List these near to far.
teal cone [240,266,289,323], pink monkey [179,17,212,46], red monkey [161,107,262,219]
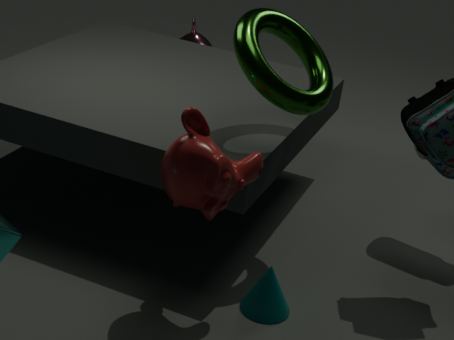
red monkey [161,107,262,219]
teal cone [240,266,289,323]
pink monkey [179,17,212,46]
